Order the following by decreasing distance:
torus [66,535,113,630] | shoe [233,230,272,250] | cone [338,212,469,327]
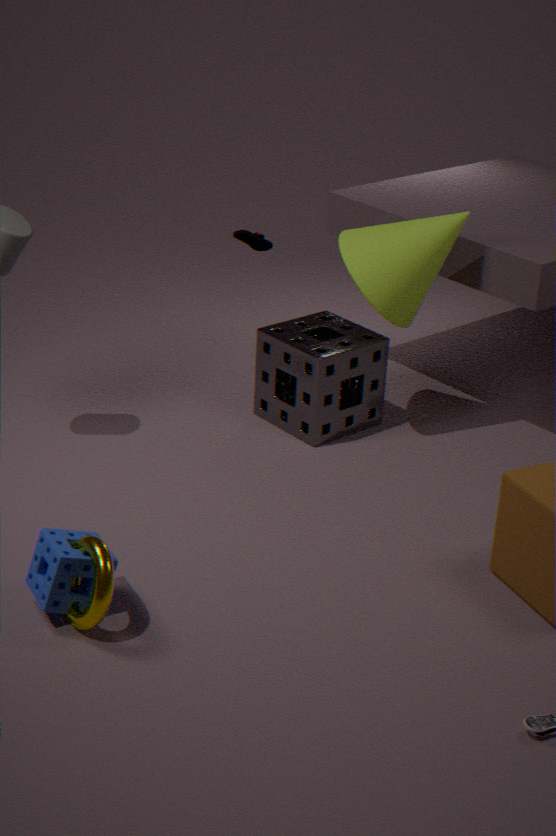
shoe [233,230,272,250] < cone [338,212,469,327] < torus [66,535,113,630]
